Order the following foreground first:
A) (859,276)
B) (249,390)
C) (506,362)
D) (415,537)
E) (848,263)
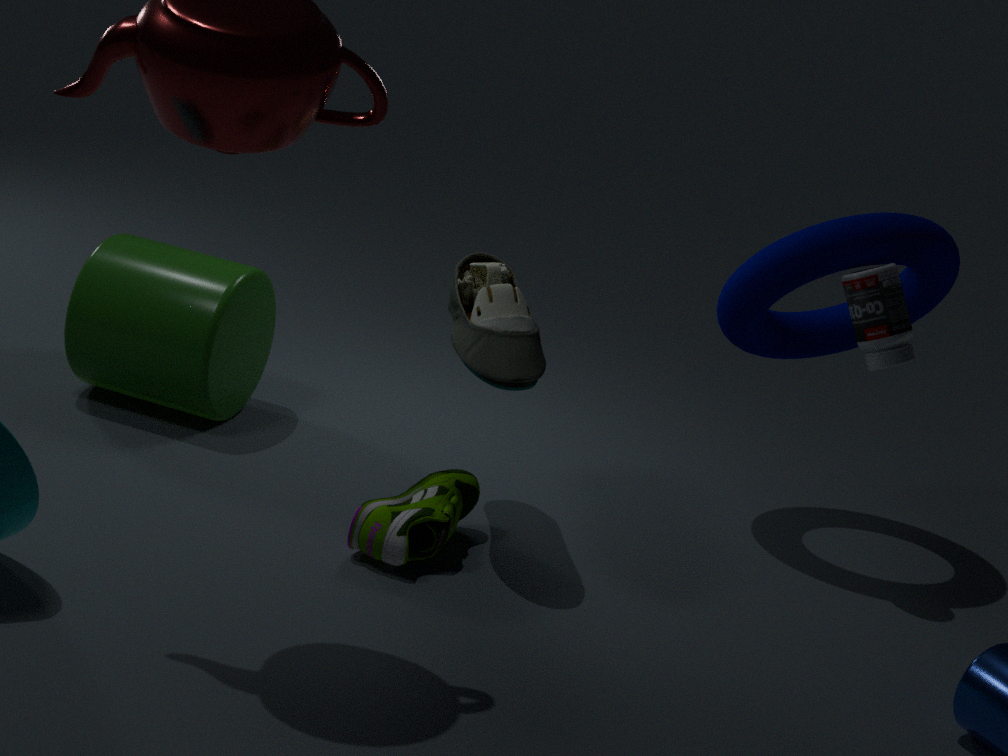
(506,362) < (415,537) < (859,276) < (848,263) < (249,390)
